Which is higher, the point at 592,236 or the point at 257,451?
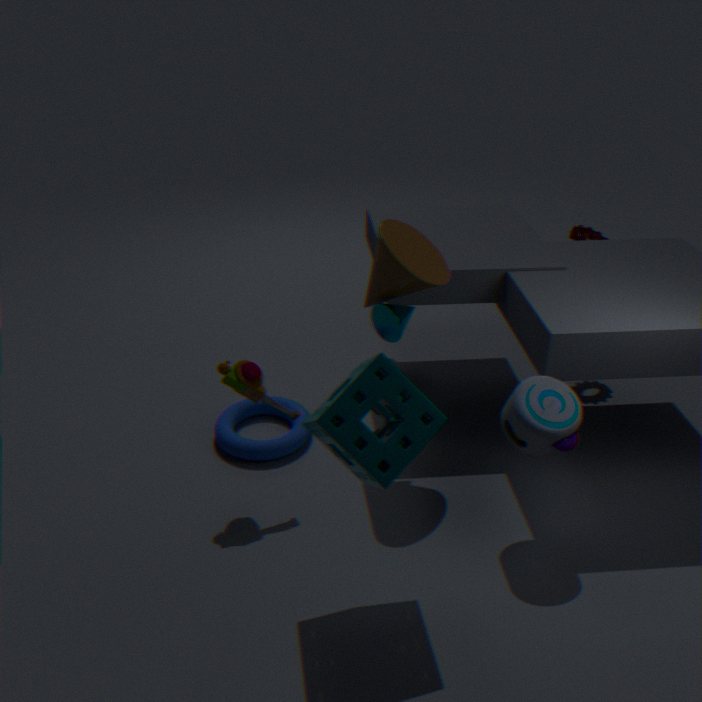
the point at 592,236
